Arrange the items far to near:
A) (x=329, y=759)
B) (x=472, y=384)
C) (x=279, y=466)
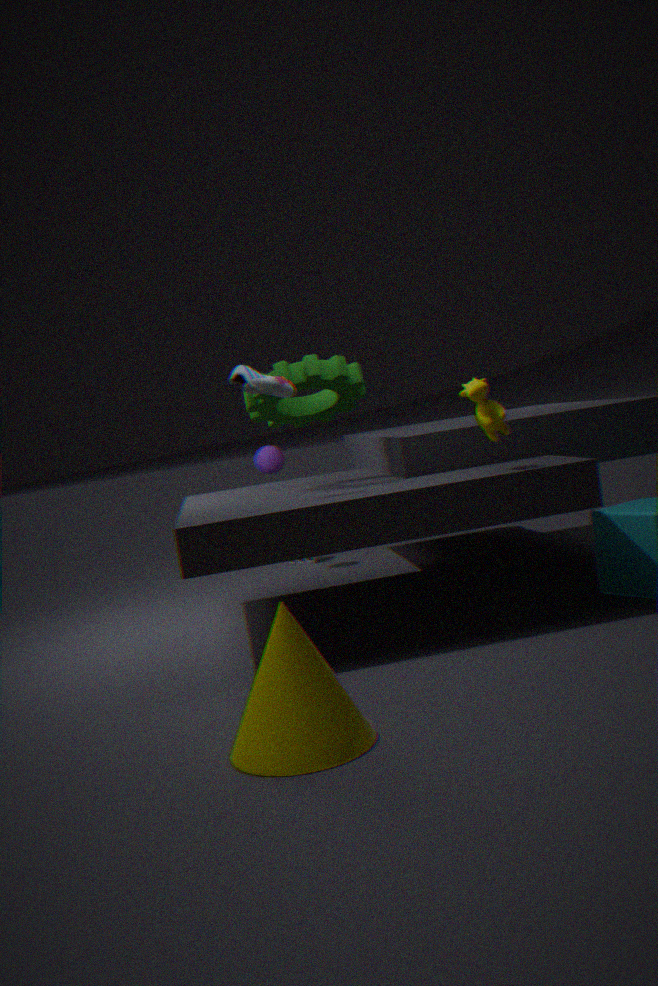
(x=279, y=466)
(x=472, y=384)
(x=329, y=759)
